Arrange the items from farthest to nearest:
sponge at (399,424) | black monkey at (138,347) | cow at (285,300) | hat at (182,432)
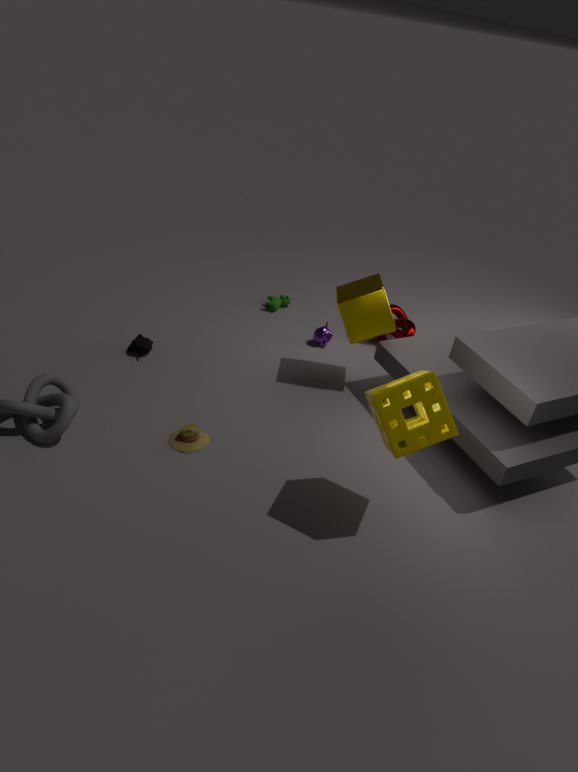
cow at (285,300) < black monkey at (138,347) < hat at (182,432) < sponge at (399,424)
